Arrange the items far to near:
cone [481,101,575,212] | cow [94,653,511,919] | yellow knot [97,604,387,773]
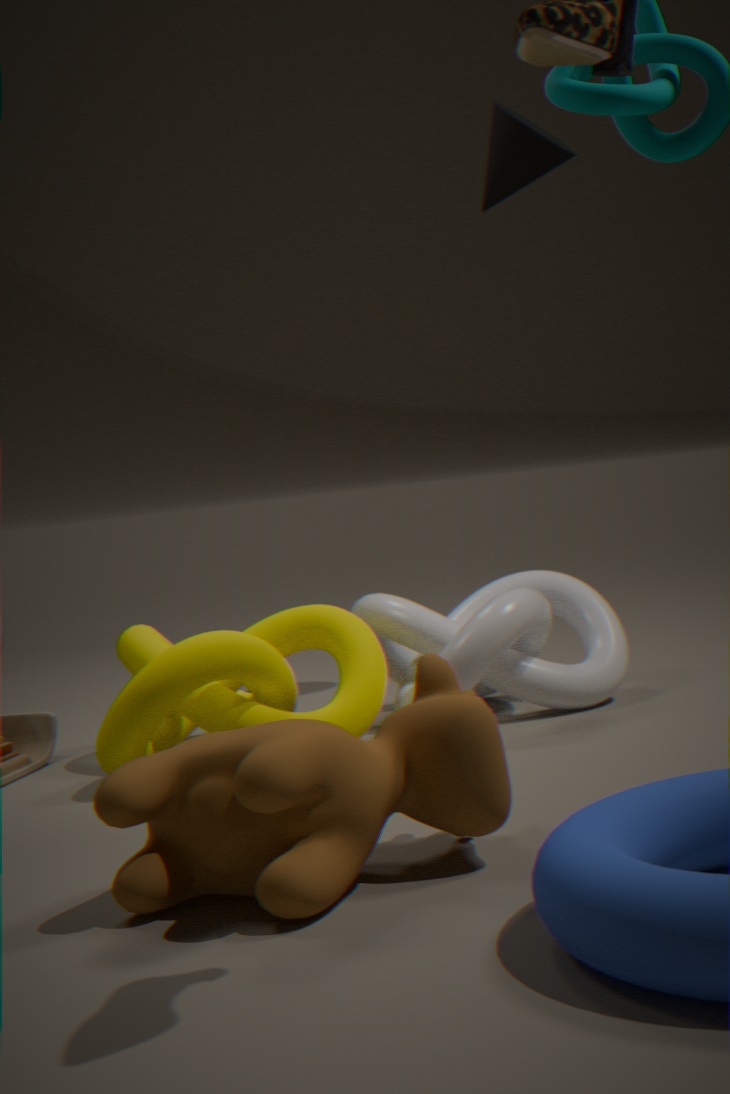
cone [481,101,575,212] → yellow knot [97,604,387,773] → cow [94,653,511,919]
